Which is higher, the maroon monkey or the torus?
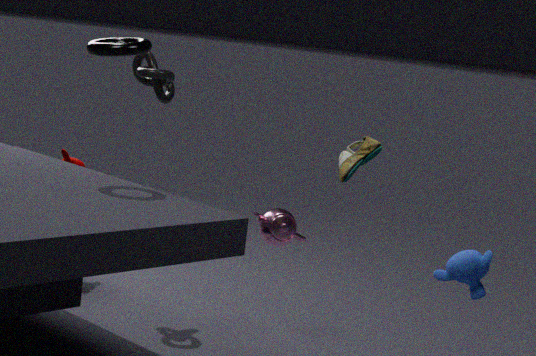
the torus
